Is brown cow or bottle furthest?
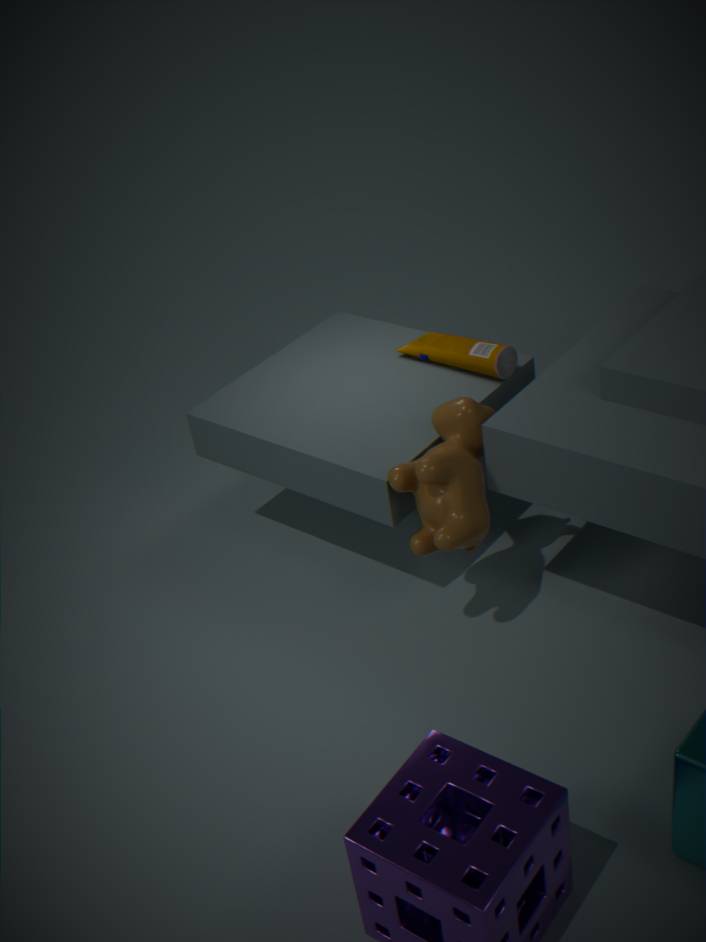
bottle
